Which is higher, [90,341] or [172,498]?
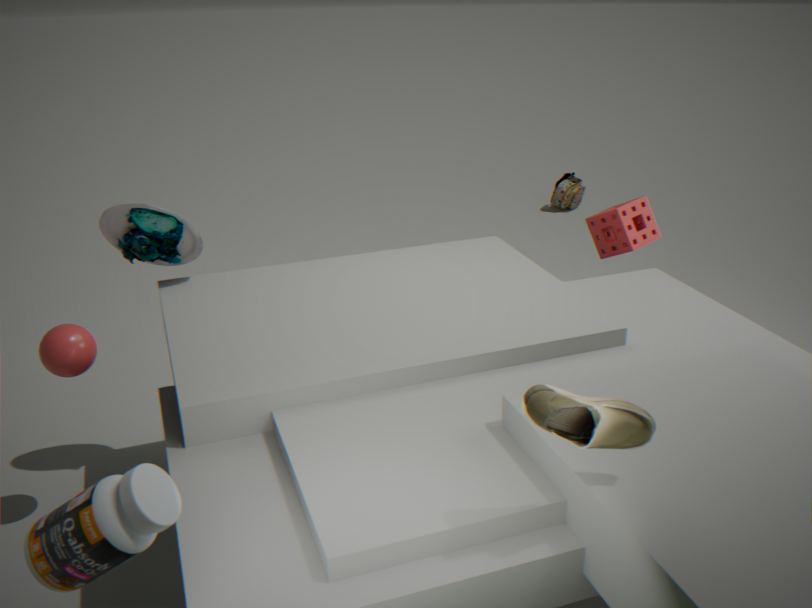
[172,498]
